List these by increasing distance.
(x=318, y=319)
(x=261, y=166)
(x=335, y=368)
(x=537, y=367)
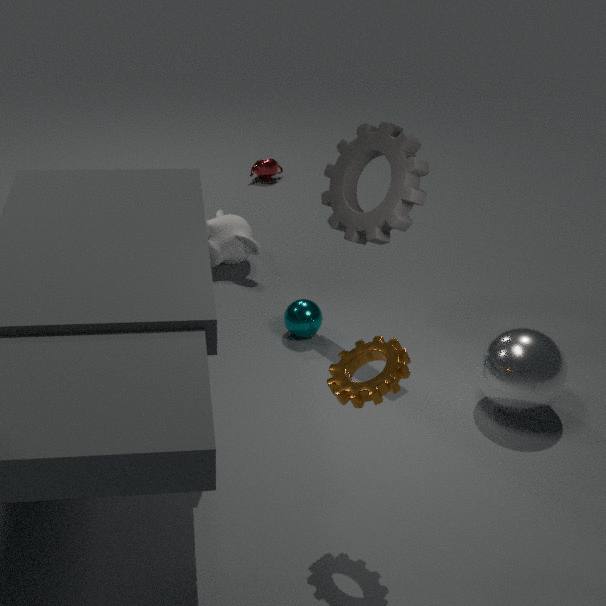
(x=335, y=368), (x=537, y=367), (x=318, y=319), (x=261, y=166)
